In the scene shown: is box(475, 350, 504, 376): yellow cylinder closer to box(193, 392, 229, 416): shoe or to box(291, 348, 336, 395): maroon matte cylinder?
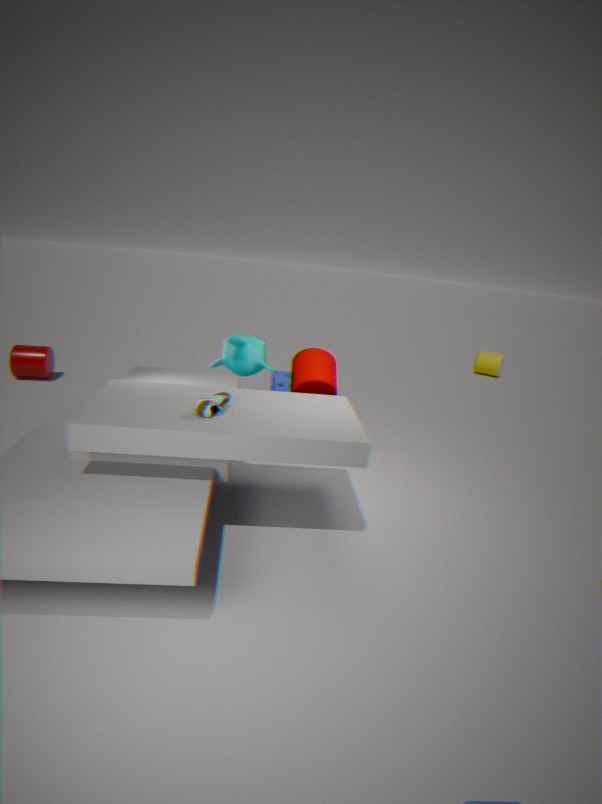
box(291, 348, 336, 395): maroon matte cylinder
